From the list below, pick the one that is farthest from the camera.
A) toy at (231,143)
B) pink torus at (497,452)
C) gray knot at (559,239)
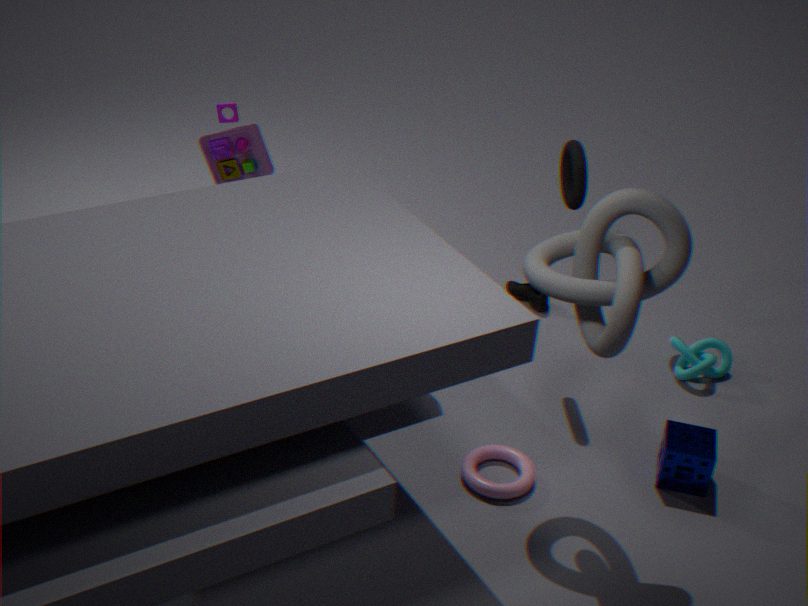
toy at (231,143)
